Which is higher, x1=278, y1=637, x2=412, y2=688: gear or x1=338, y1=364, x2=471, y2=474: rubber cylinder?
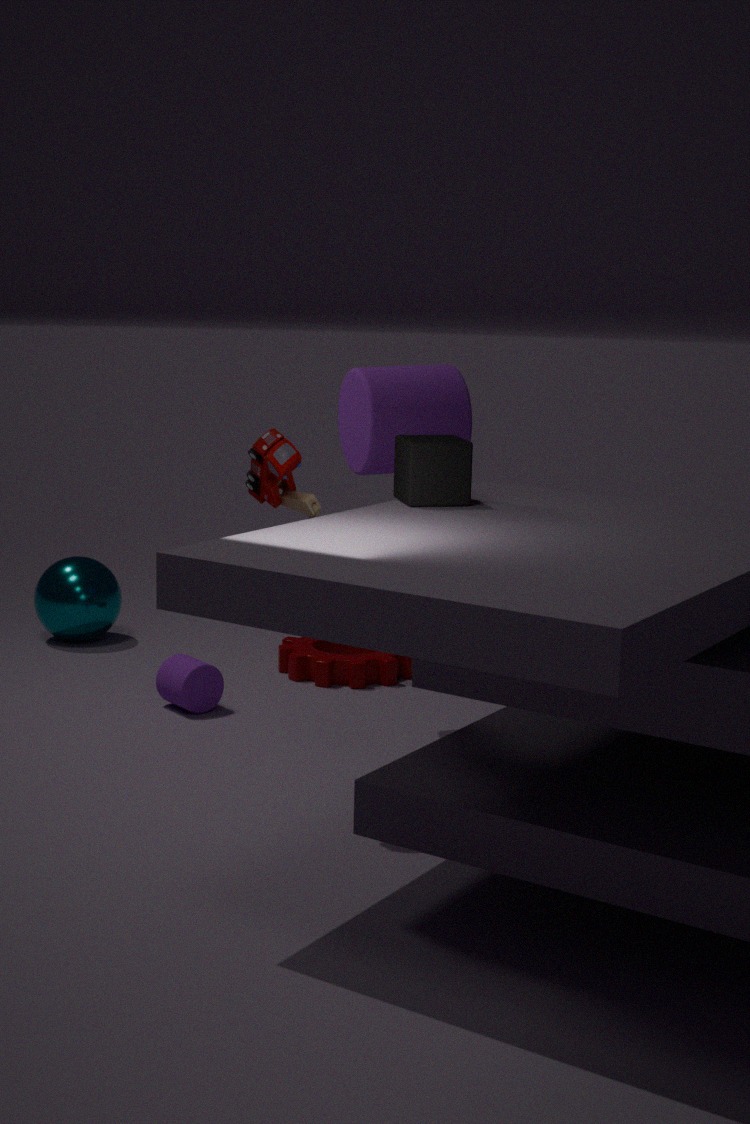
x1=338, y1=364, x2=471, y2=474: rubber cylinder
